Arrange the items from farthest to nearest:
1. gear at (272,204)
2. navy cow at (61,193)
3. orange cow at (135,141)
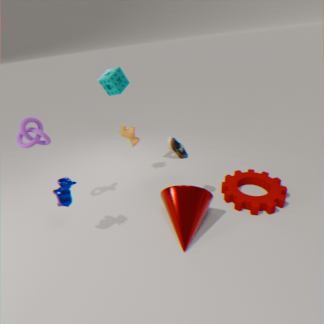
1. orange cow at (135,141)
2. gear at (272,204)
3. navy cow at (61,193)
